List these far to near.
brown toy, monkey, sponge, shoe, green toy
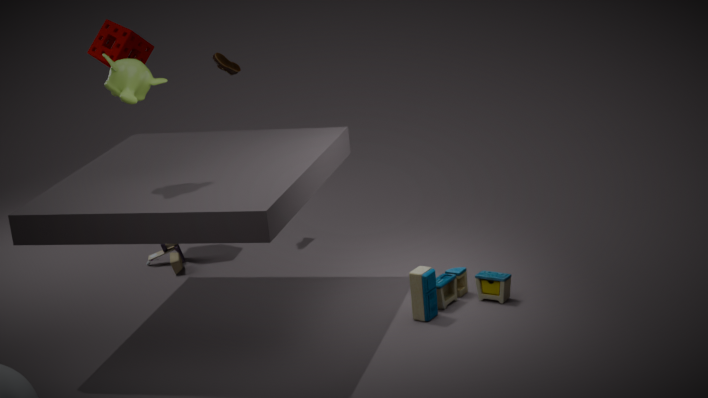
shoe, sponge, brown toy, green toy, monkey
